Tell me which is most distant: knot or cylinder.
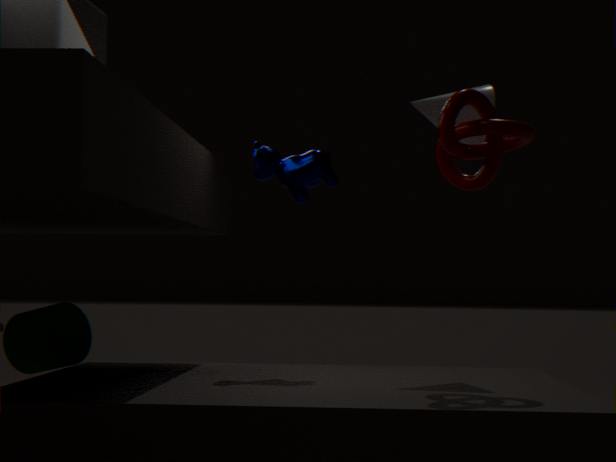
cylinder
